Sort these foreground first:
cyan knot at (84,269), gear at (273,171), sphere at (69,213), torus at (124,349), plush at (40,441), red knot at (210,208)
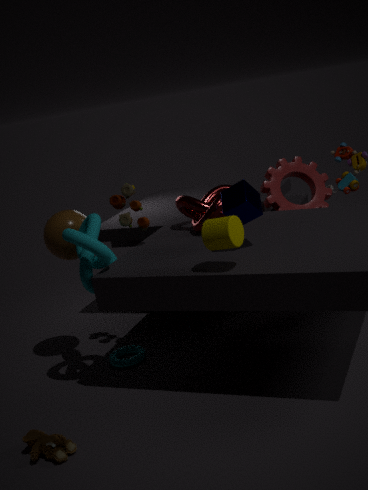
plush at (40,441), cyan knot at (84,269), red knot at (210,208), sphere at (69,213), torus at (124,349), gear at (273,171)
